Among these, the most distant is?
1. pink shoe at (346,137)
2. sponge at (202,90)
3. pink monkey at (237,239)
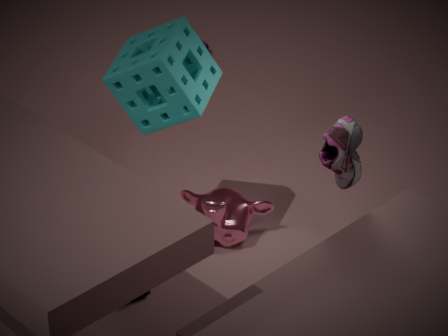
pink monkey at (237,239)
